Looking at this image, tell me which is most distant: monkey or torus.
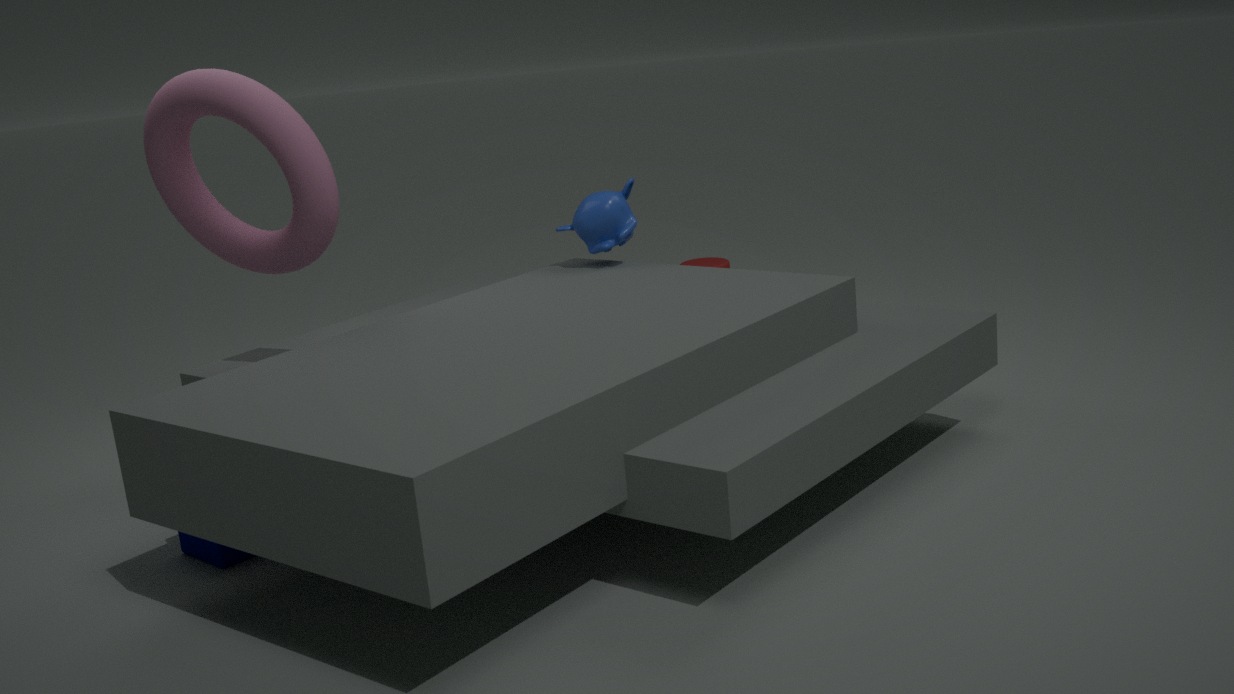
monkey
